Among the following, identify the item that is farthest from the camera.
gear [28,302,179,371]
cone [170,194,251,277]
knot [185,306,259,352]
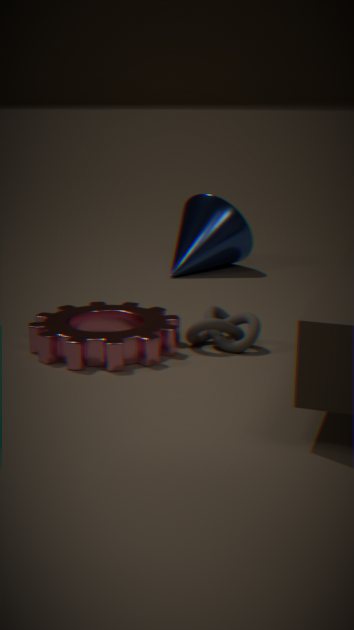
cone [170,194,251,277]
